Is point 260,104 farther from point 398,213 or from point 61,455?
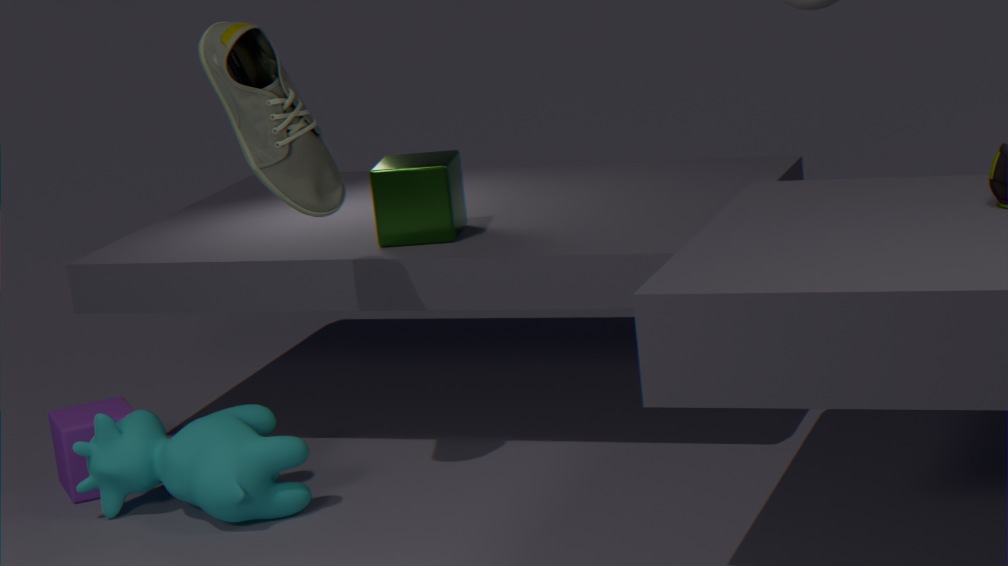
point 61,455
